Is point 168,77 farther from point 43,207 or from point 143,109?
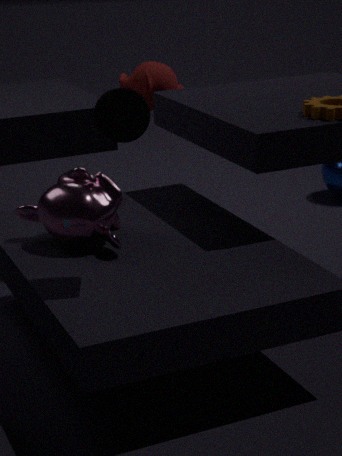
point 143,109
